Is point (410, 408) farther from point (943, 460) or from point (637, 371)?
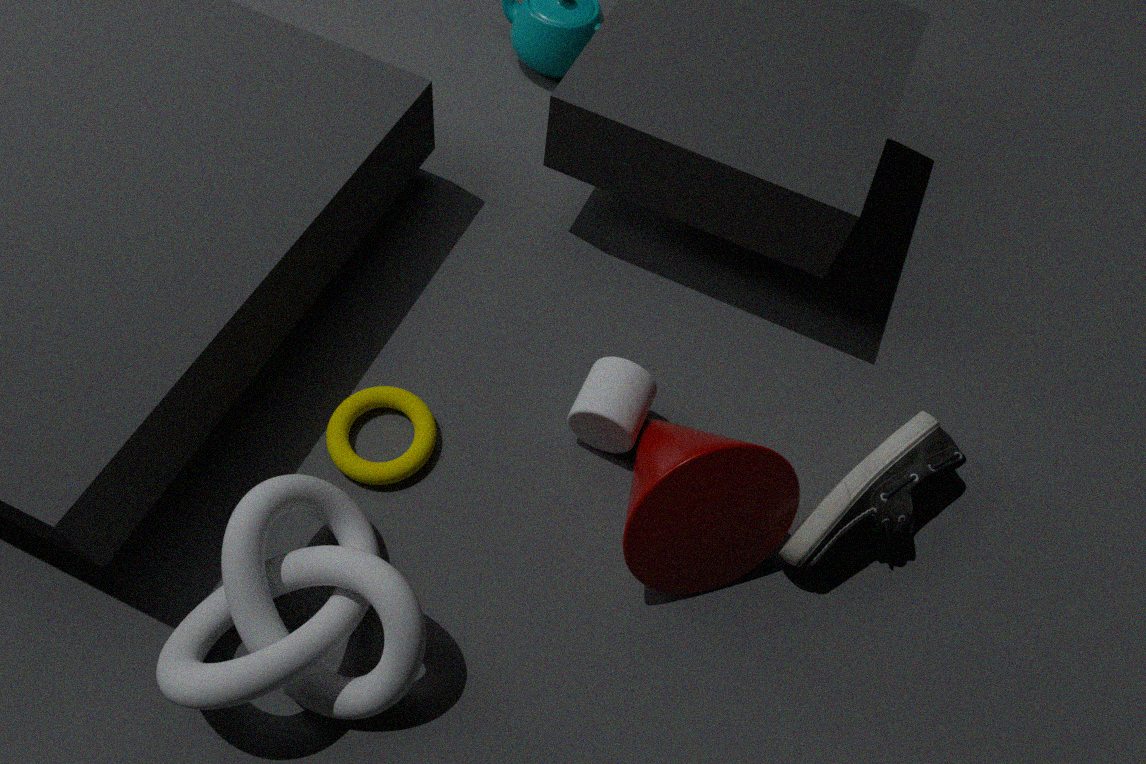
point (943, 460)
